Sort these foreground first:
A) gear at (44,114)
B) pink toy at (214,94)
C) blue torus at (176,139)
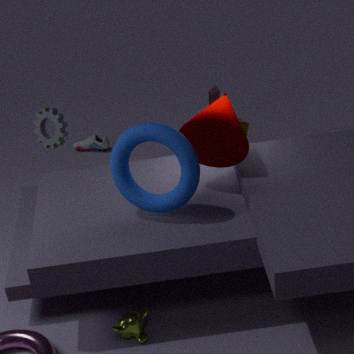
1. blue torus at (176,139)
2. gear at (44,114)
3. pink toy at (214,94)
